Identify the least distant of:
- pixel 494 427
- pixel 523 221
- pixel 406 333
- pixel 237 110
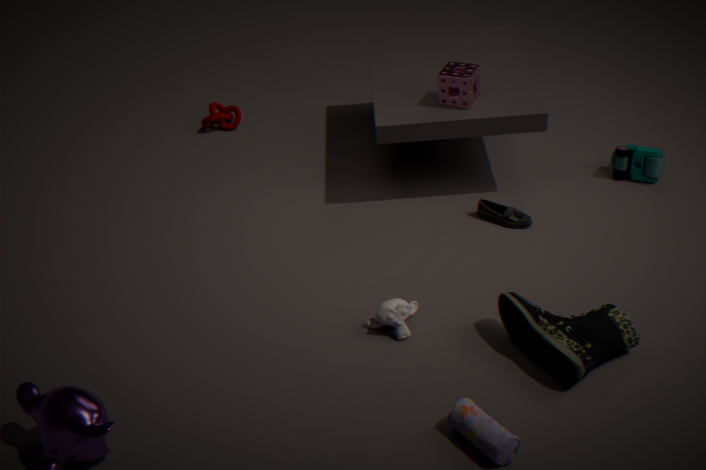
pixel 494 427
